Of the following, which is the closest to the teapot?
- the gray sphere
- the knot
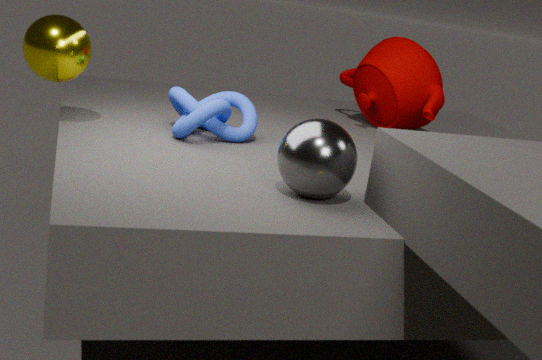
the knot
